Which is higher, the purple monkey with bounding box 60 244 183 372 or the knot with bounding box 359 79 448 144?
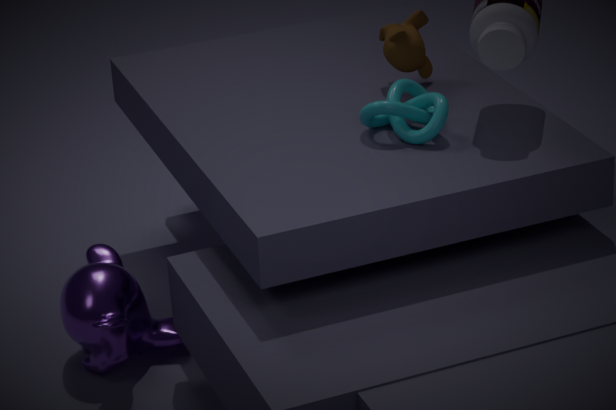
the knot with bounding box 359 79 448 144
